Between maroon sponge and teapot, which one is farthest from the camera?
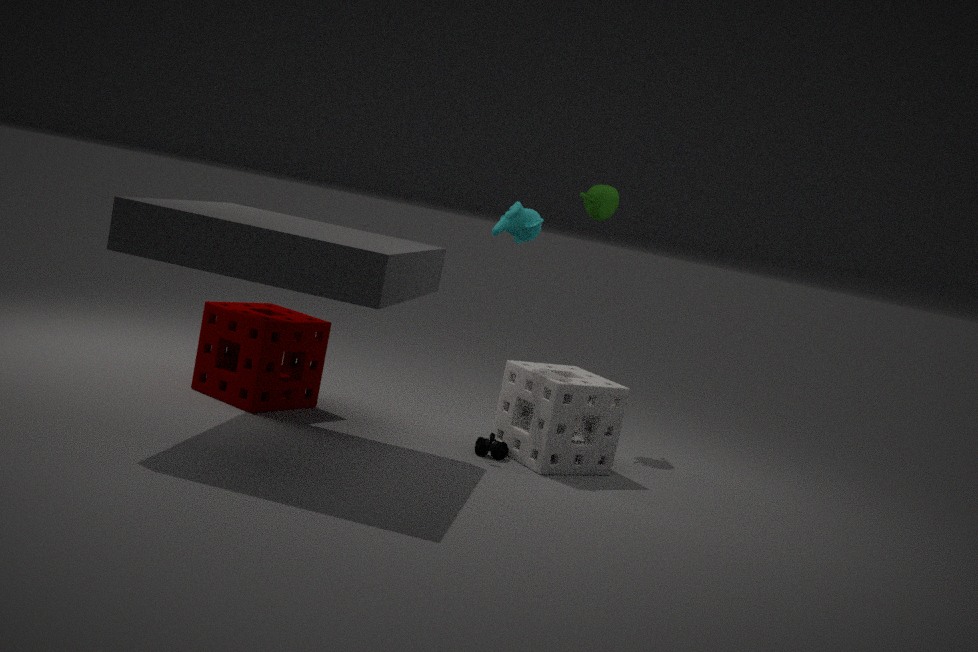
teapot
